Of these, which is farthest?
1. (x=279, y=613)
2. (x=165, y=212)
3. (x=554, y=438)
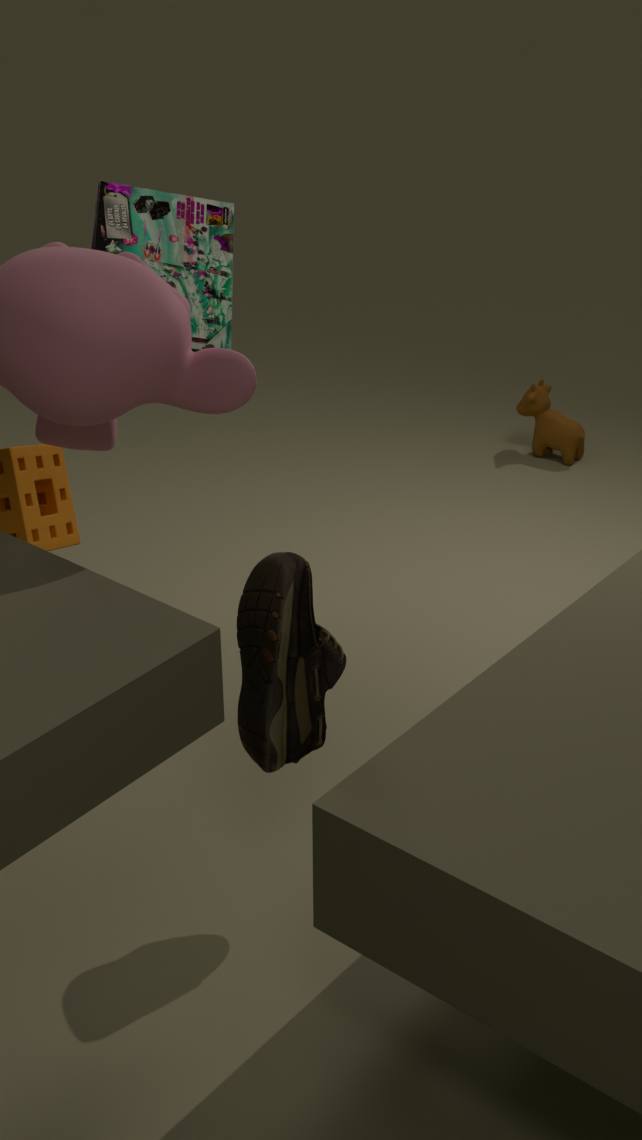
(x=554, y=438)
